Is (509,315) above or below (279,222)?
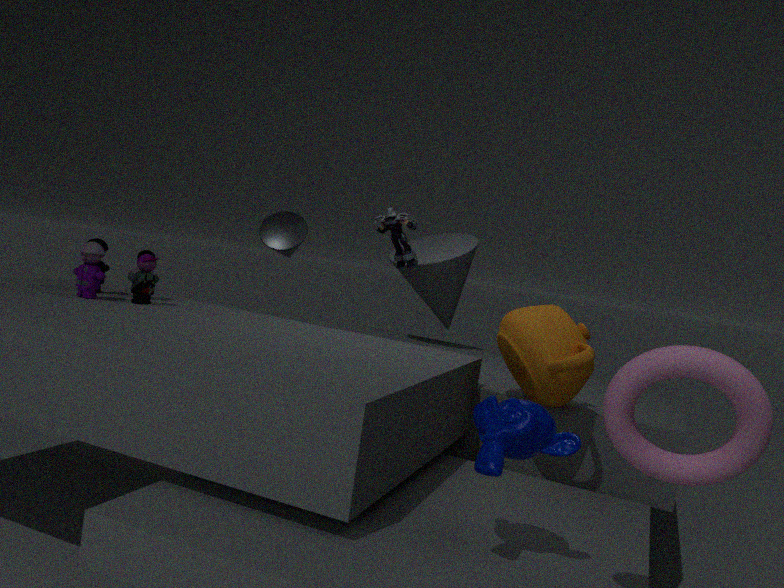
below
